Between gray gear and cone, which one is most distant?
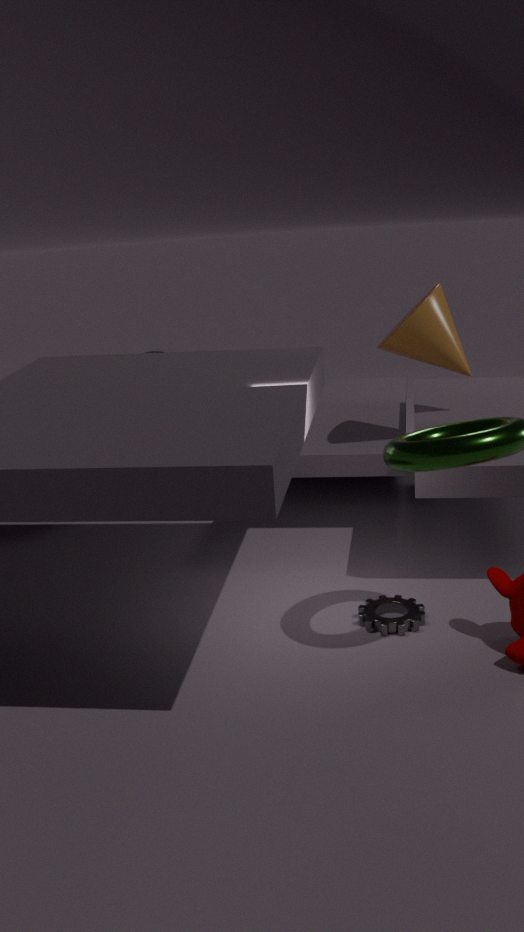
cone
